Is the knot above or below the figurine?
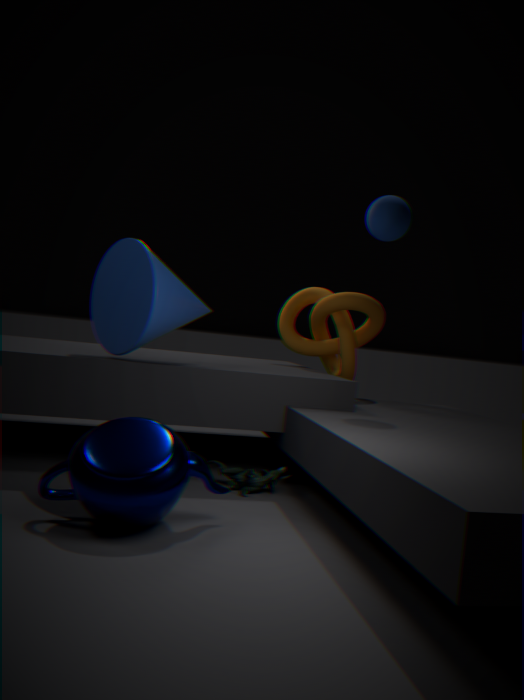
above
